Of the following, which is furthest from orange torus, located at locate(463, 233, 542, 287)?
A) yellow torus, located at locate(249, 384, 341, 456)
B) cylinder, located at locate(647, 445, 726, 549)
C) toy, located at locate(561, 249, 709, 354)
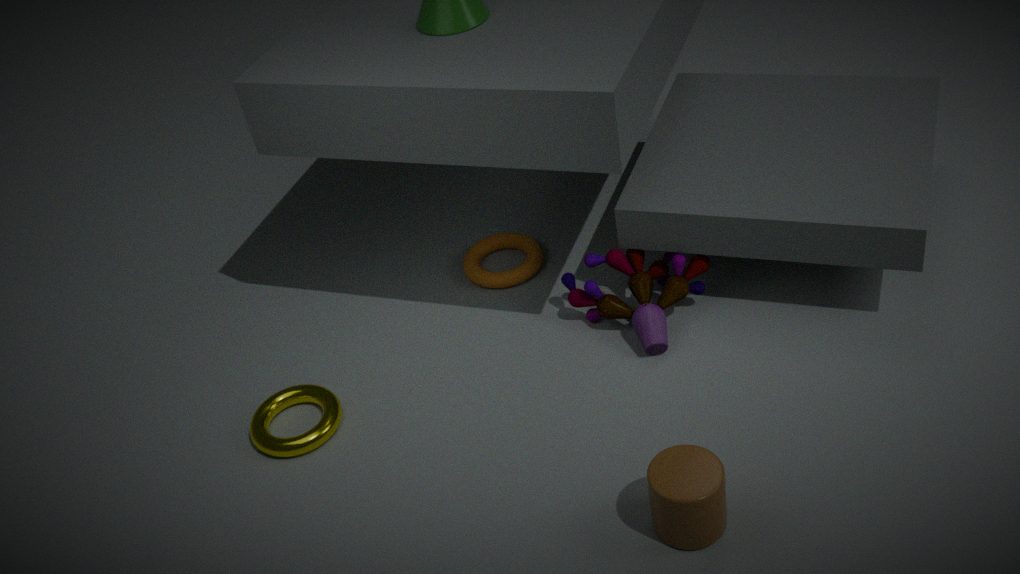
cylinder, located at locate(647, 445, 726, 549)
